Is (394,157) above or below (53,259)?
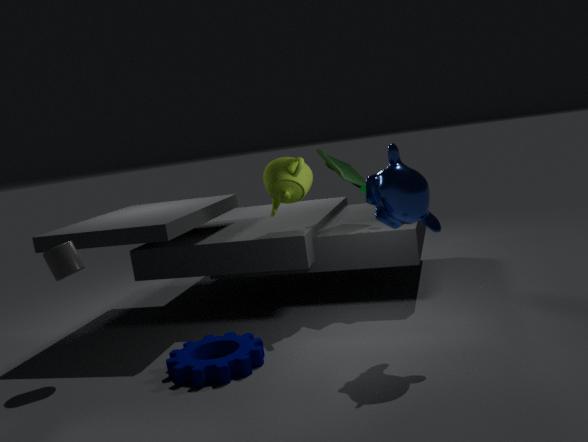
above
